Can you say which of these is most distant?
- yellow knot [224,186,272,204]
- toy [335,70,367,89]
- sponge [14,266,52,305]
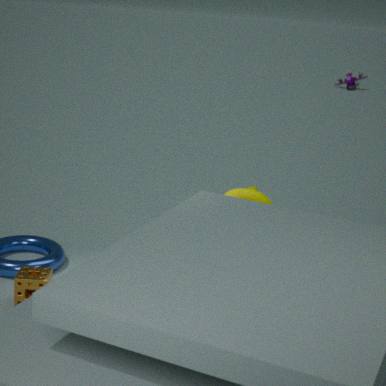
toy [335,70,367,89]
